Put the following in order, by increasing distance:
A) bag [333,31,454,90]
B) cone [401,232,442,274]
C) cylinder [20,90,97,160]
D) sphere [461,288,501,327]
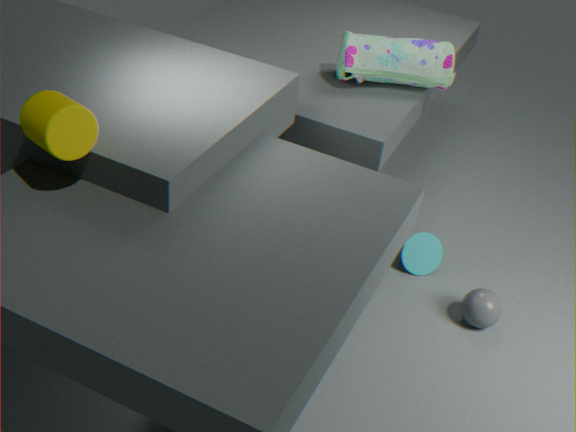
cylinder [20,90,97,160], sphere [461,288,501,327], bag [333,31,454,90], cone [401,232,442,274]
